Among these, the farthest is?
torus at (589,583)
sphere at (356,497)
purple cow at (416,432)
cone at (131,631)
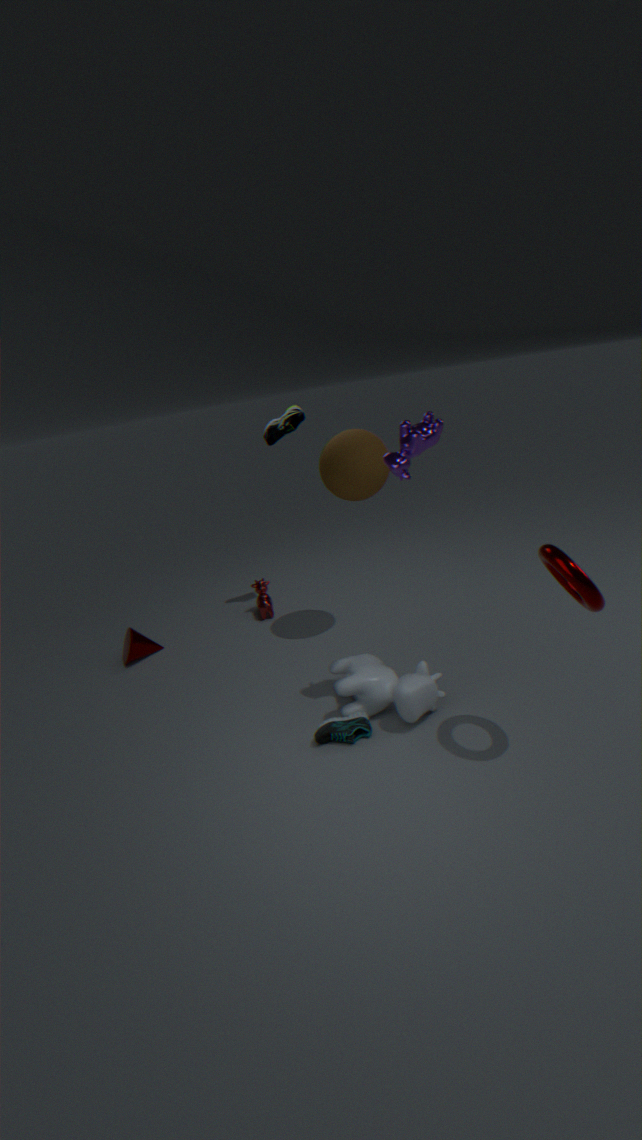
cone at (131,631)
